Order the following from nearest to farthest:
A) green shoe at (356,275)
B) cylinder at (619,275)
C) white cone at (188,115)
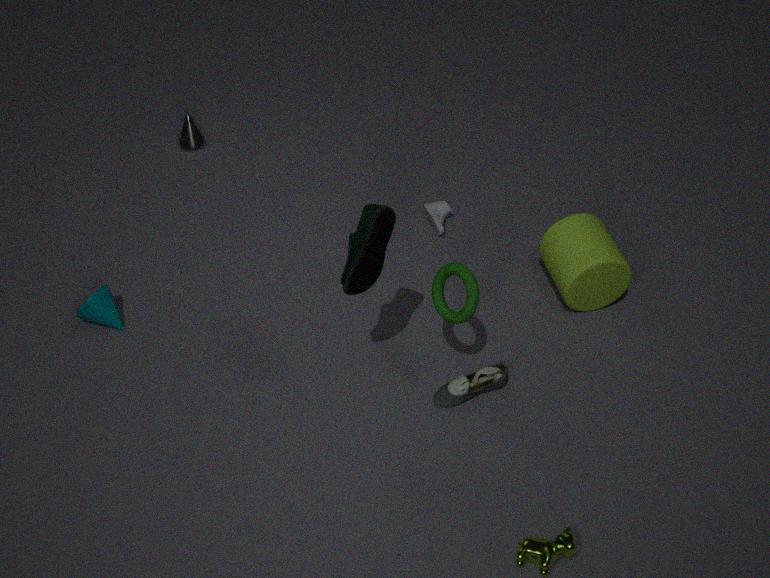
green shoe at (356,275) < cylinder at (619,275) < white cone at (188,115)
